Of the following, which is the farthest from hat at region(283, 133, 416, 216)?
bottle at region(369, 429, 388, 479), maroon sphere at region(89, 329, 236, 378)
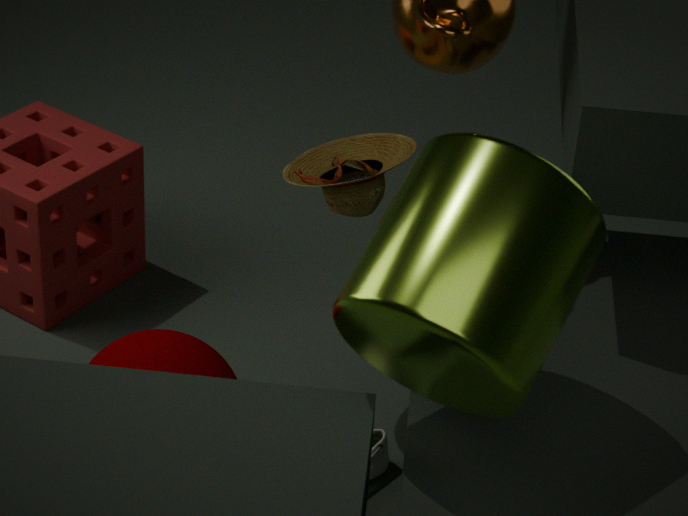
bottle at region(369, 429, 388, 479)
